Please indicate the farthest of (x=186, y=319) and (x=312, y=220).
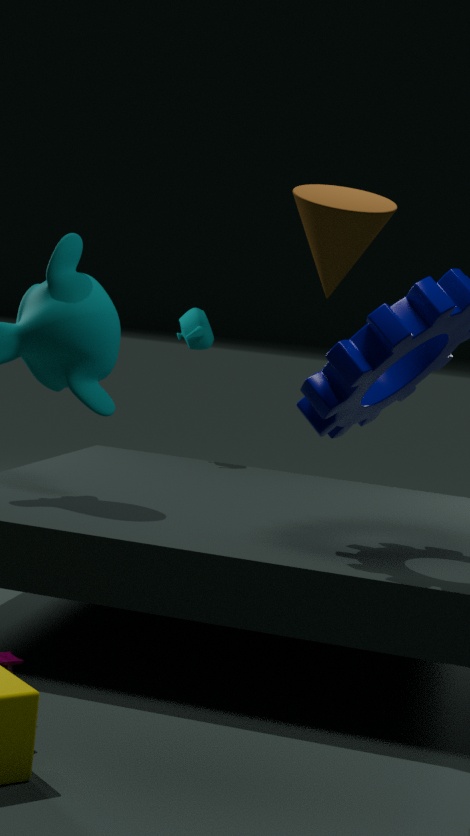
(x=186, y=319)
